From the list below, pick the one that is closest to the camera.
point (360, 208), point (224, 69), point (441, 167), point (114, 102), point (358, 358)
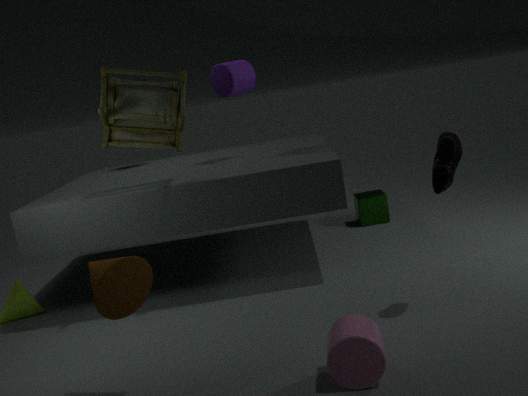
point (358, 358)
